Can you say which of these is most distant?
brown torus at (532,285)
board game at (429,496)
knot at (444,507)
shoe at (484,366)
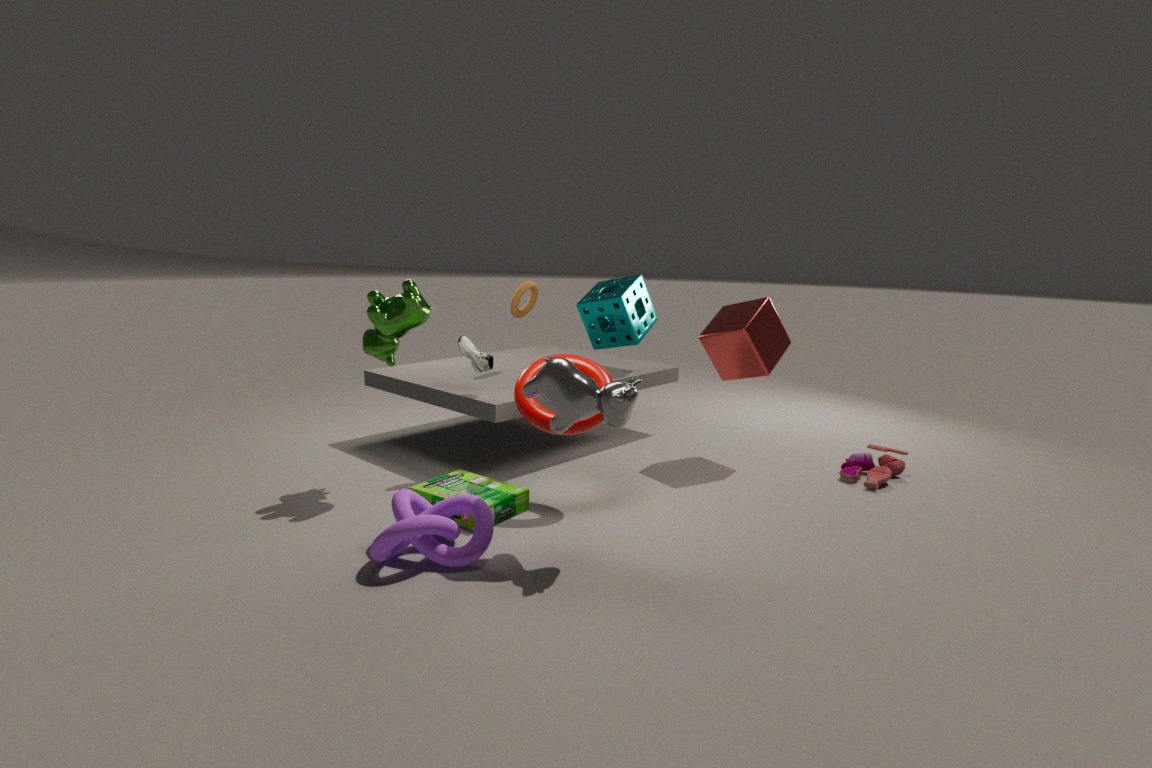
brown torus at (532,285)
